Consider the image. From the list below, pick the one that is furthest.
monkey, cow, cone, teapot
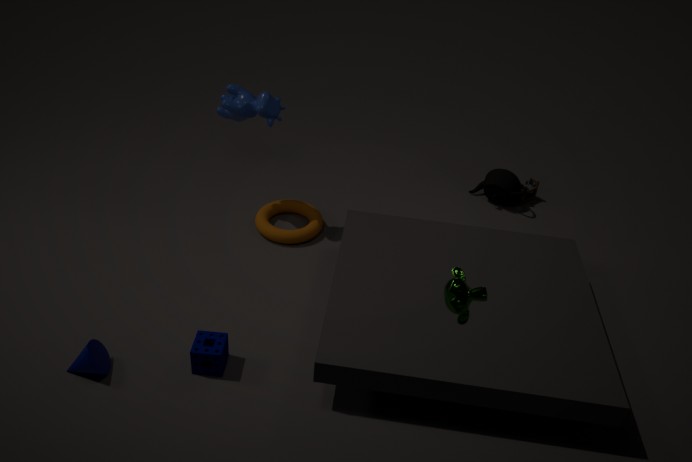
teapot
